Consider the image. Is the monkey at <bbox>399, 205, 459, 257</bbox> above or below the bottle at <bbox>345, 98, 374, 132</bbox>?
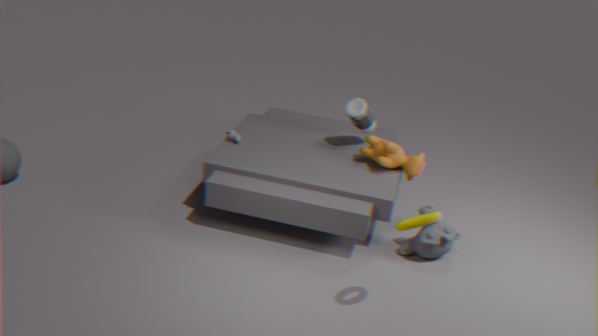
below
